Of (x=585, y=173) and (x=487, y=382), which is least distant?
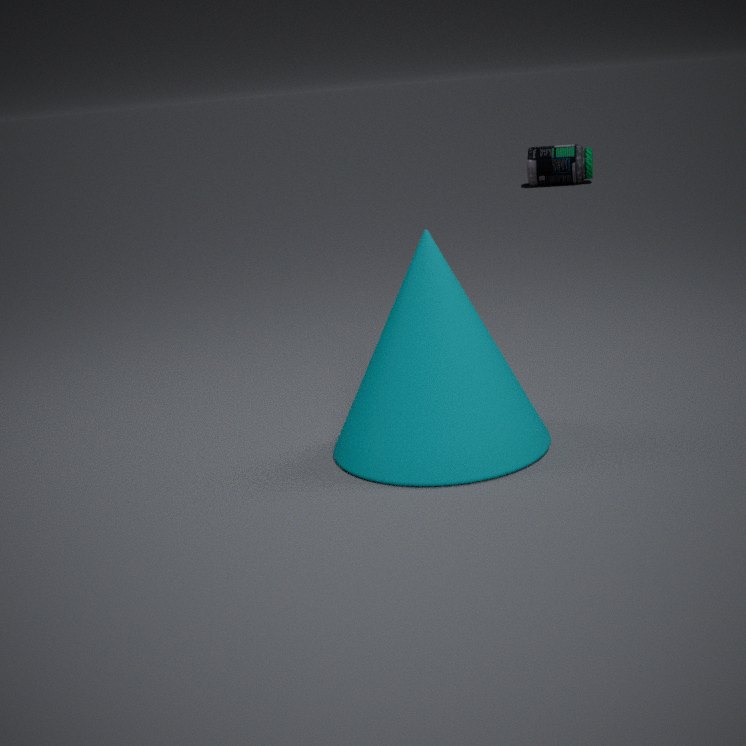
(x=487, y=382)
